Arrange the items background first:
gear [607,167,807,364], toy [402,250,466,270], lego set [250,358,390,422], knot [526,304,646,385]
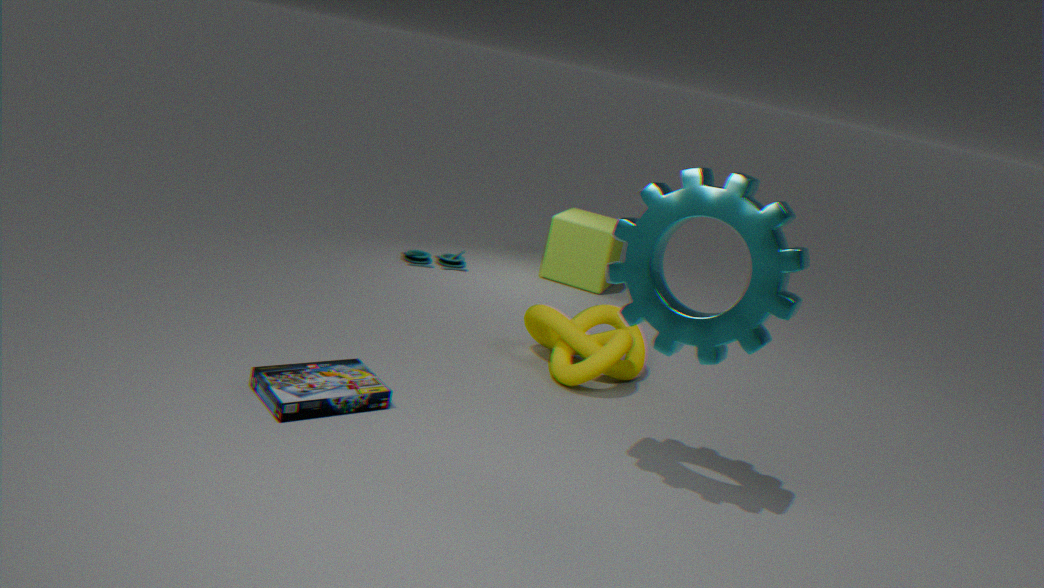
toy [402,250,466,270] < knot [526,304,646,385] < lego set [250,358,390,422] < gear [607,167,807,364]
